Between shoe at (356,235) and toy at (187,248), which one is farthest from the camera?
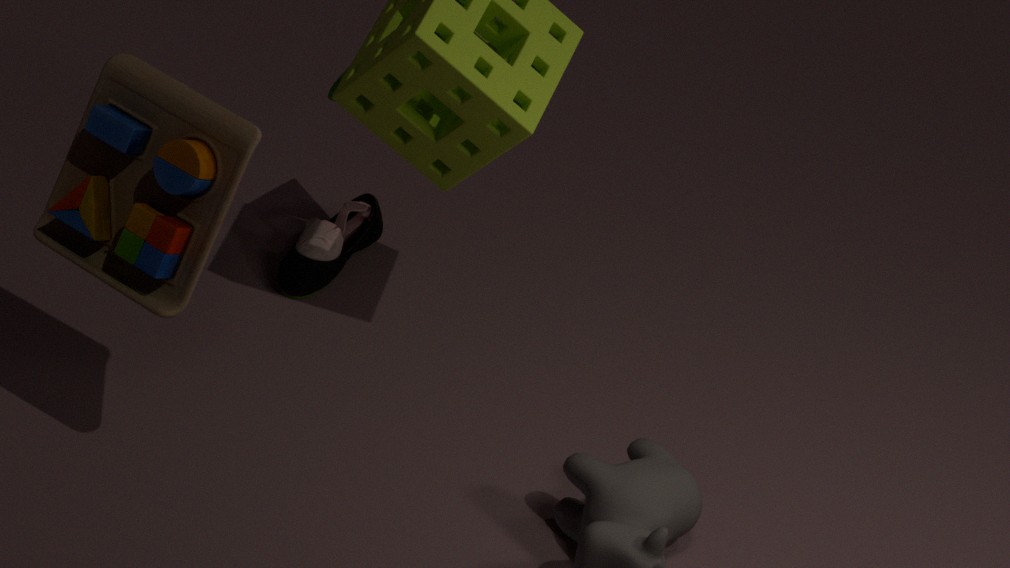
shoe at (356,235)
